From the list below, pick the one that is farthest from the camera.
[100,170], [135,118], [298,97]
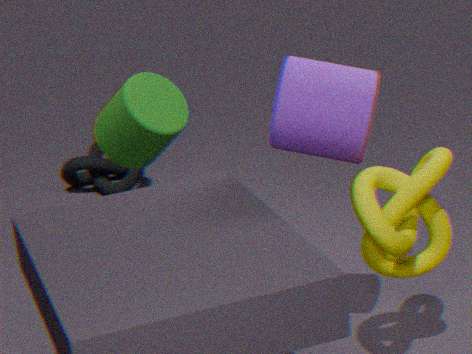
[100,170]
